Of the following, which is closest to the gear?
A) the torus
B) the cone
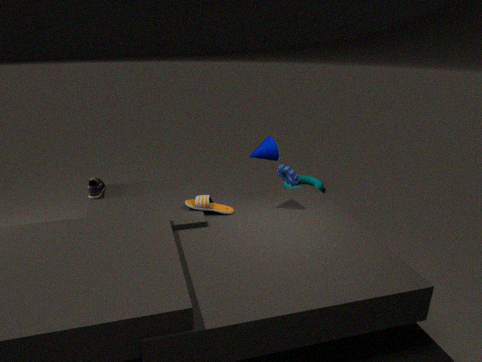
the cone
